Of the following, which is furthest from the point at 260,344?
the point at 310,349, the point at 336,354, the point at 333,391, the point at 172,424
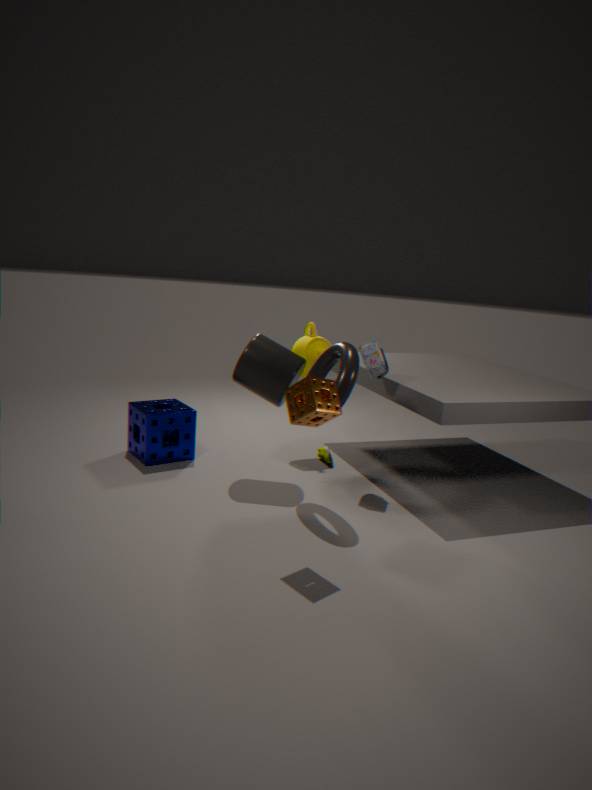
the point at 333,391
